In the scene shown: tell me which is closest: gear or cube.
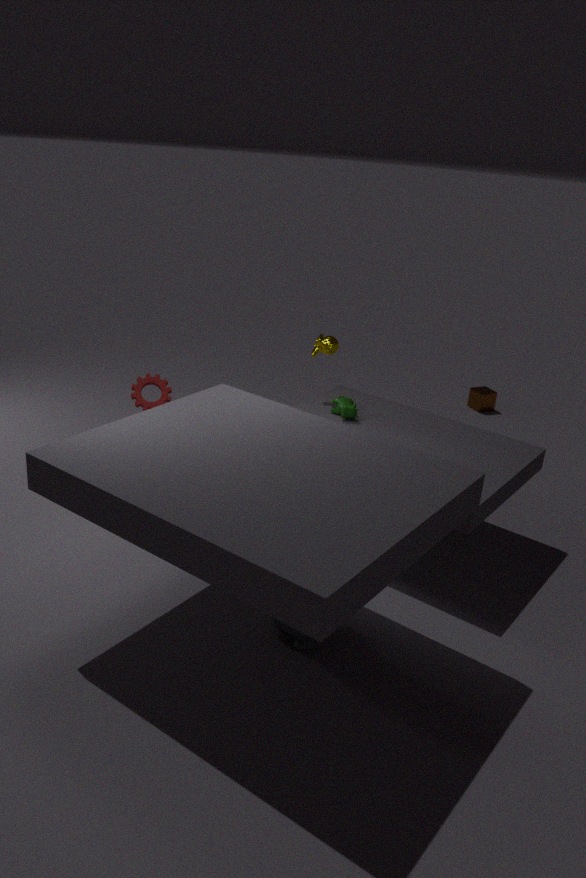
gear
